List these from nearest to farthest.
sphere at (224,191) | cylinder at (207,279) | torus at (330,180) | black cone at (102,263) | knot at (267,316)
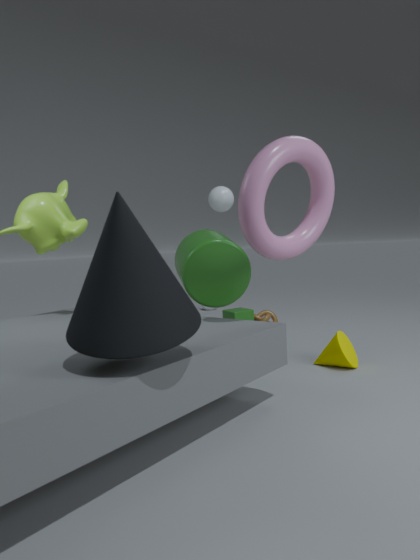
black cone at (102,263), torus at (330,180), cylinder at (207,279), sphere at (224,191), knot at (267,316)
